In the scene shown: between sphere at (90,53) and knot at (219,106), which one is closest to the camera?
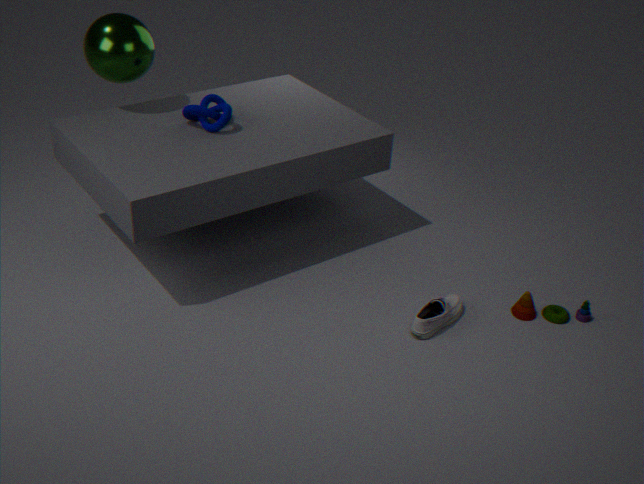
sphere at (90,53)
